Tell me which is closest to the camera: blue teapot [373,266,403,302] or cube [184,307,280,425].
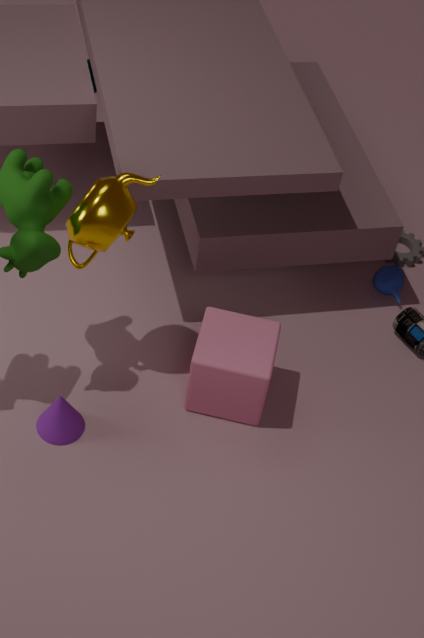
cube [184,307,280,425]
